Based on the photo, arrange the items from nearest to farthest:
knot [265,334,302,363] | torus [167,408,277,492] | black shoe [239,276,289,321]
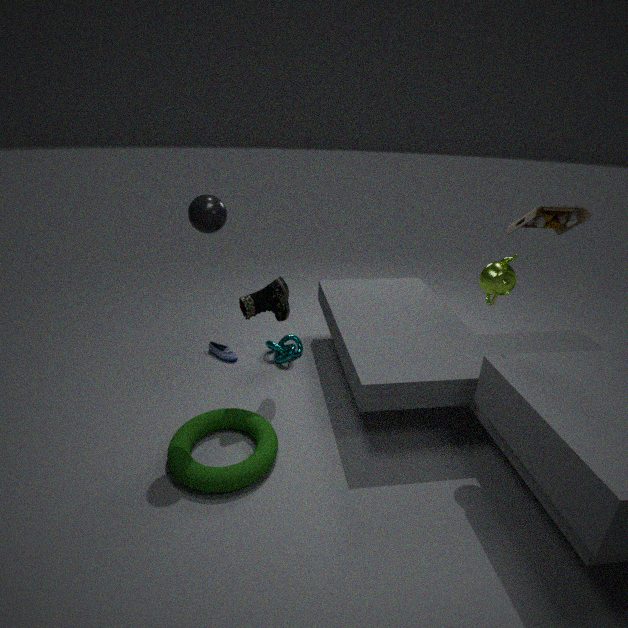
torus [167,408,277,492] < black shoe [239,276,289,321] < knot [265,334,302,363]
